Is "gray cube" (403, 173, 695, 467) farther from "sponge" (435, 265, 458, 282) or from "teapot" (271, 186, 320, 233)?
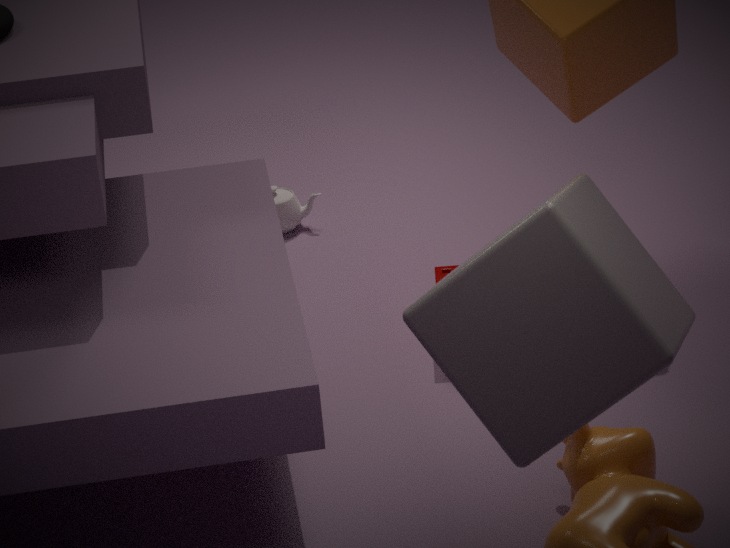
"teapot" (271, 186, 320, 233)
